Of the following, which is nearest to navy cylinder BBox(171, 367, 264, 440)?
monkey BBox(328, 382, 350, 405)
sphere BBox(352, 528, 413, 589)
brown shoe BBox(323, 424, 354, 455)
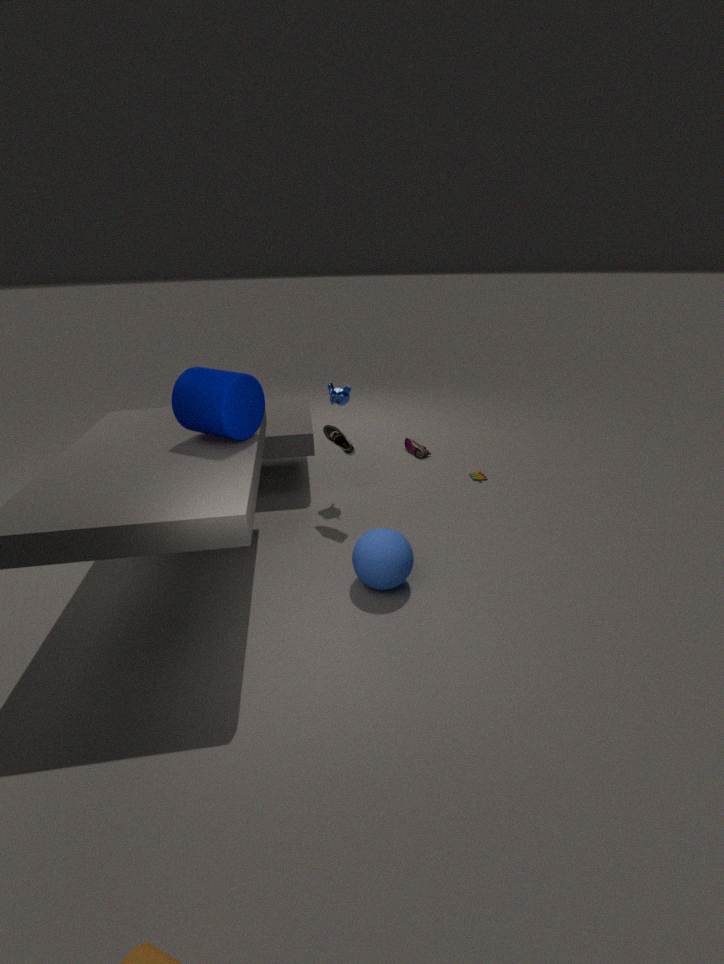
brown shoe BBox(323, 424, 354, 455)
